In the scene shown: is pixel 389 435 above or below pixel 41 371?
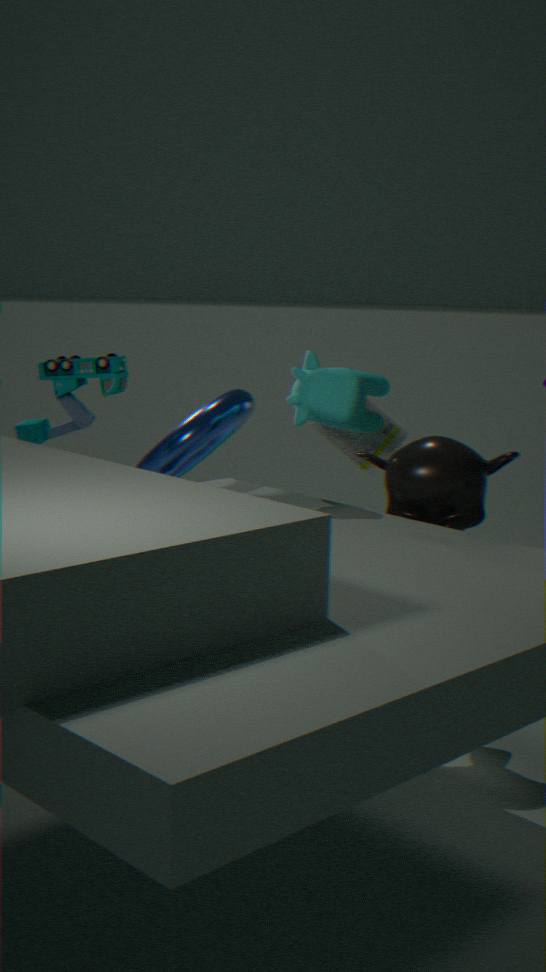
below
